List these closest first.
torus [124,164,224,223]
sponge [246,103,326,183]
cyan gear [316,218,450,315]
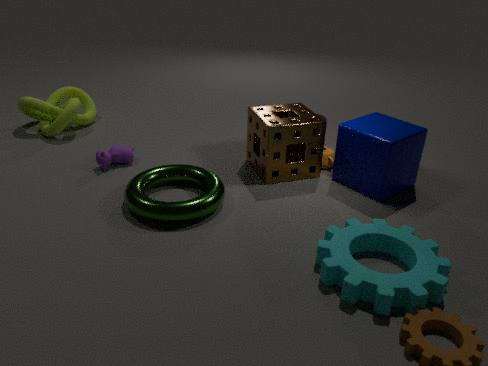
cyan gear [316,218,450,315] → torus [124,164,224,223] → sponge [246,103,326,183]
